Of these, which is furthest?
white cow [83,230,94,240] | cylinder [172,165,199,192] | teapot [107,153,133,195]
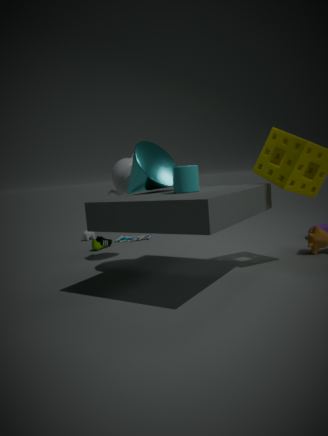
white cow [83,230,94,240]
